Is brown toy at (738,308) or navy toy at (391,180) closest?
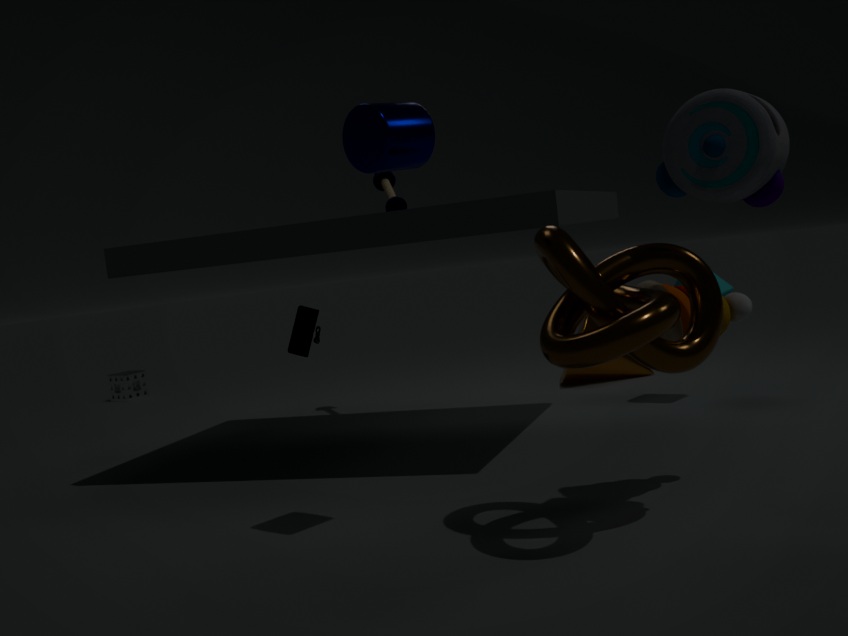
brown toy at (738,308)
